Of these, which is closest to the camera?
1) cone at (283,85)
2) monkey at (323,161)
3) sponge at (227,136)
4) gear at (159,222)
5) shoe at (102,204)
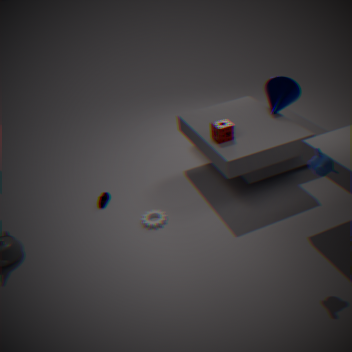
2. monkey at (323,161)
